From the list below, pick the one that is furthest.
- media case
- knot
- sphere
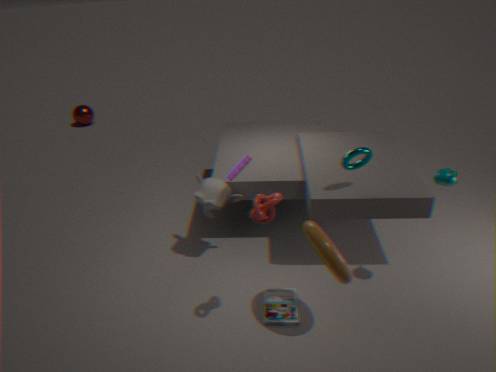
sphere
